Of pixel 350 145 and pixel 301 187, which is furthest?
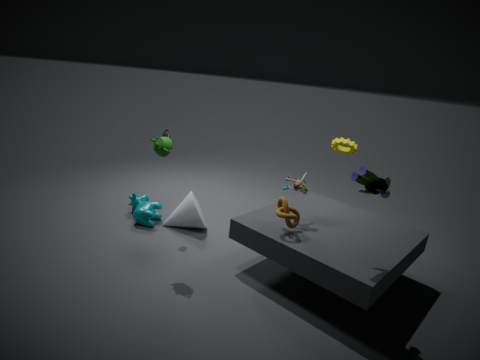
pixel 350 145
